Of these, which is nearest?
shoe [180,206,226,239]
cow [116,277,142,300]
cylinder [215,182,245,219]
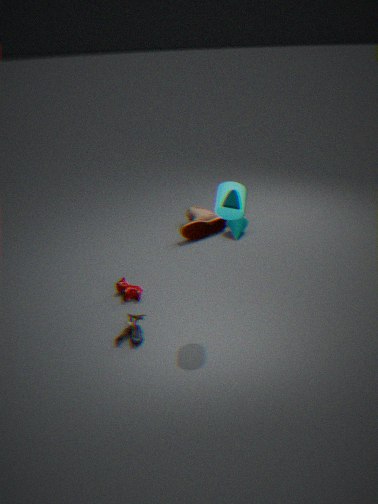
cylinder [215,182,245,219]
